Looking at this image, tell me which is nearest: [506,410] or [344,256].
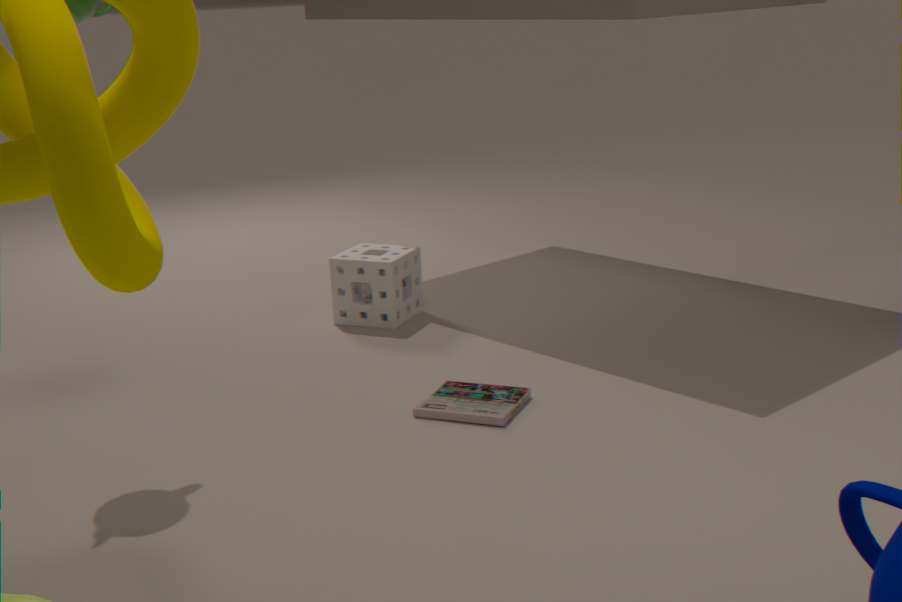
[506,410]
